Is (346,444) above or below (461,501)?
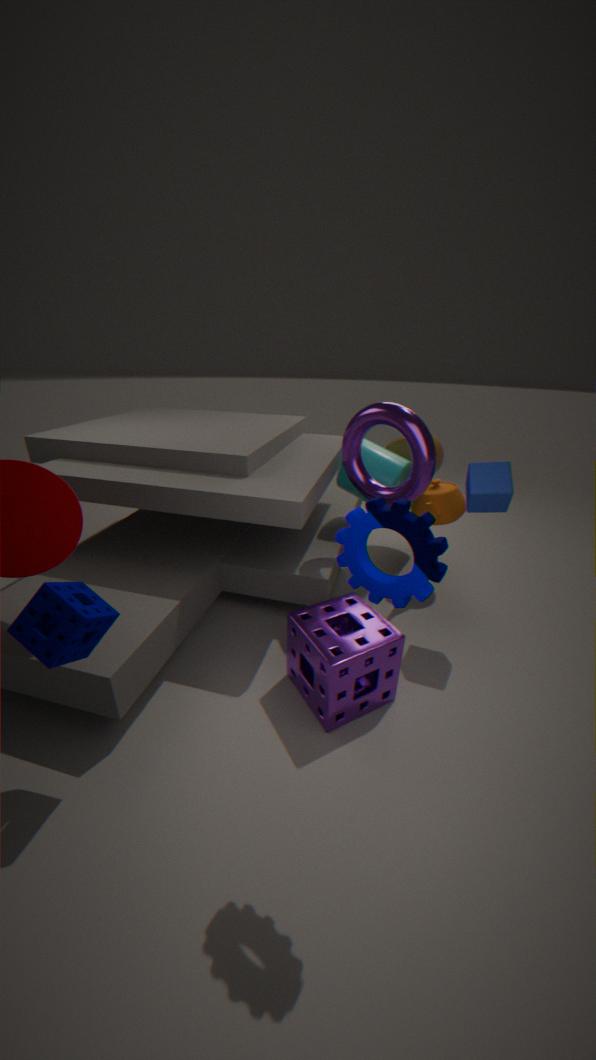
above
